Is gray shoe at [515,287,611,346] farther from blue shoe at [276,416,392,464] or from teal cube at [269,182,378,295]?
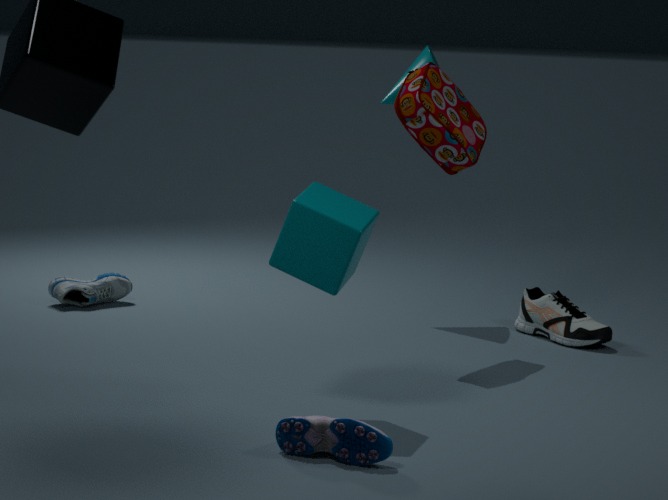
blue shoe at [276,416,392,464]
